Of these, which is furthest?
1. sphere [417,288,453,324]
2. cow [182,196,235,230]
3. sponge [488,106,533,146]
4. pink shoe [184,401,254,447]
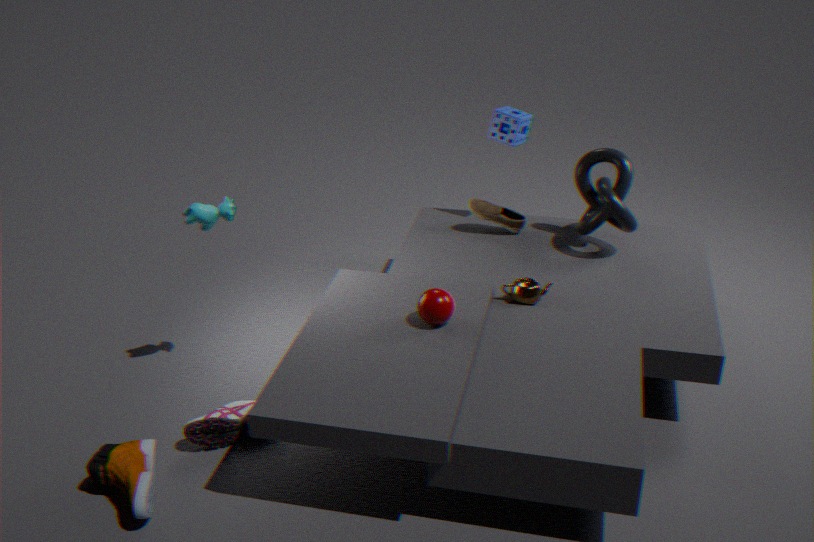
sponge [488,106,533,146]
